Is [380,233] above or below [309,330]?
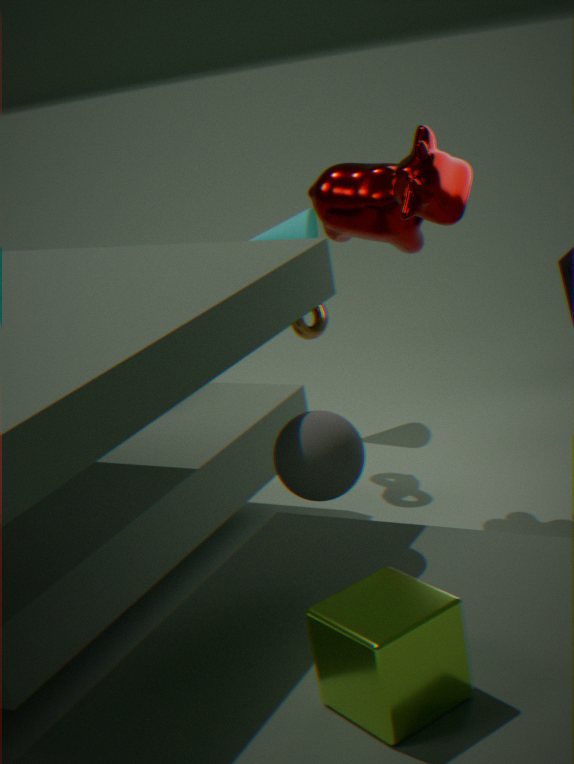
above
